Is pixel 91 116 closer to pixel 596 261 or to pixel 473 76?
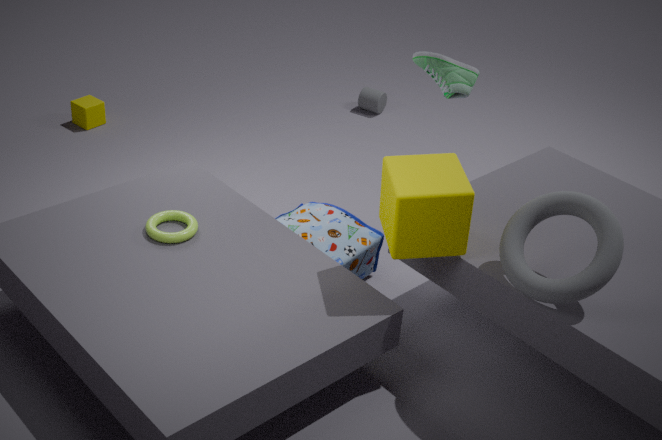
pixel 473 76
